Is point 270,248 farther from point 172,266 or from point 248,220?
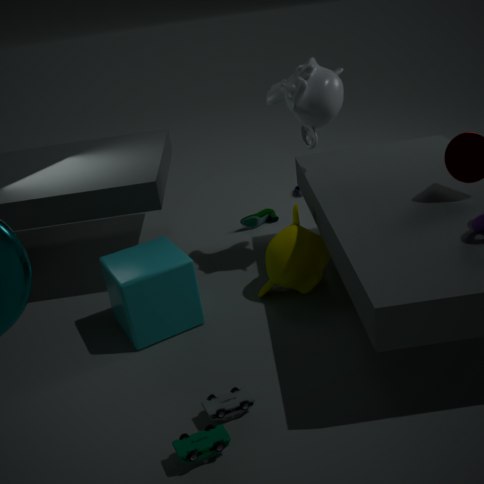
point 248,220
